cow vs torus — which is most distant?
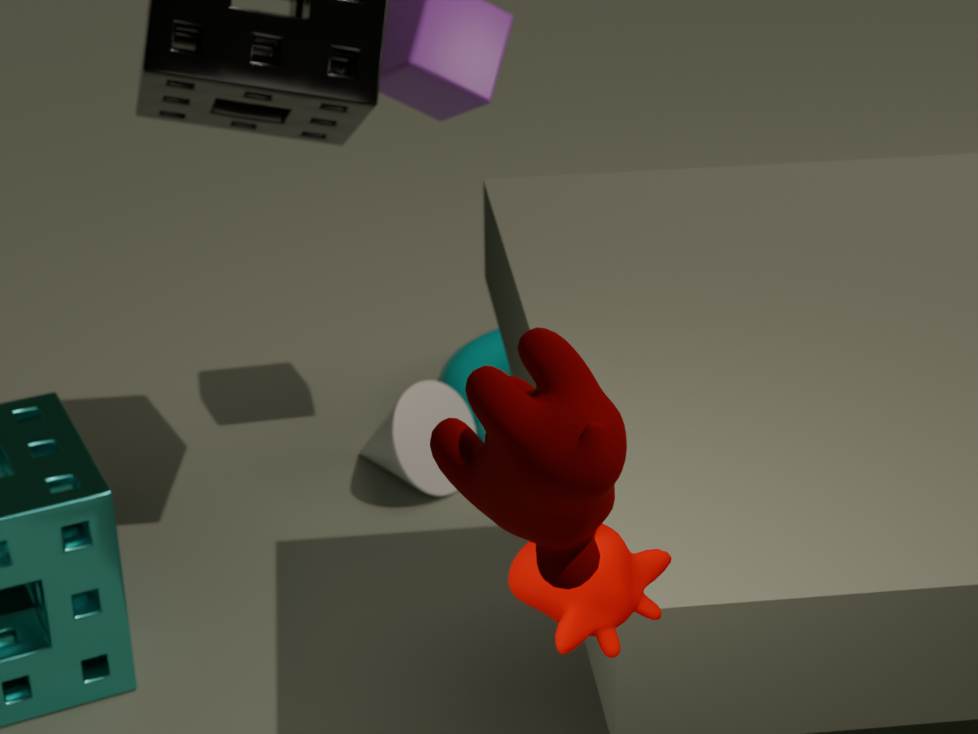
torus
